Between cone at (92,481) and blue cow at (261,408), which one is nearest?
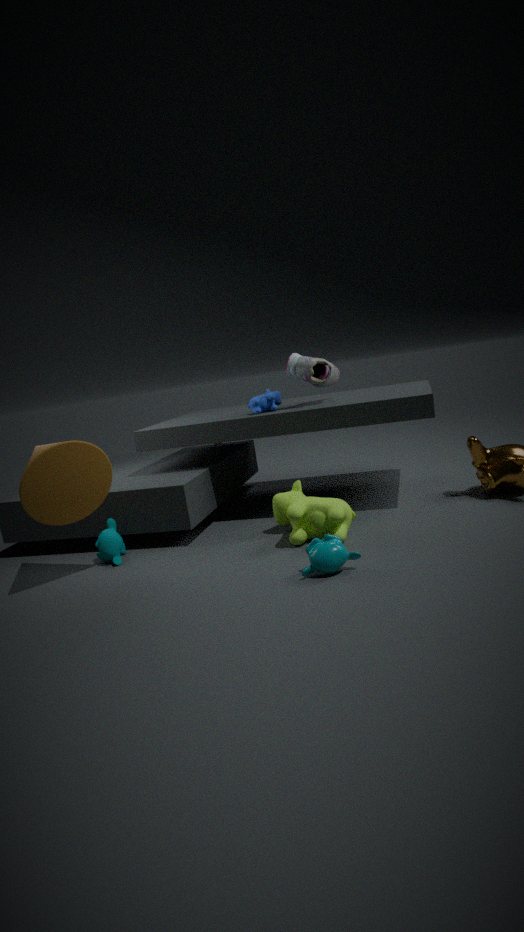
cone at (92,481)
